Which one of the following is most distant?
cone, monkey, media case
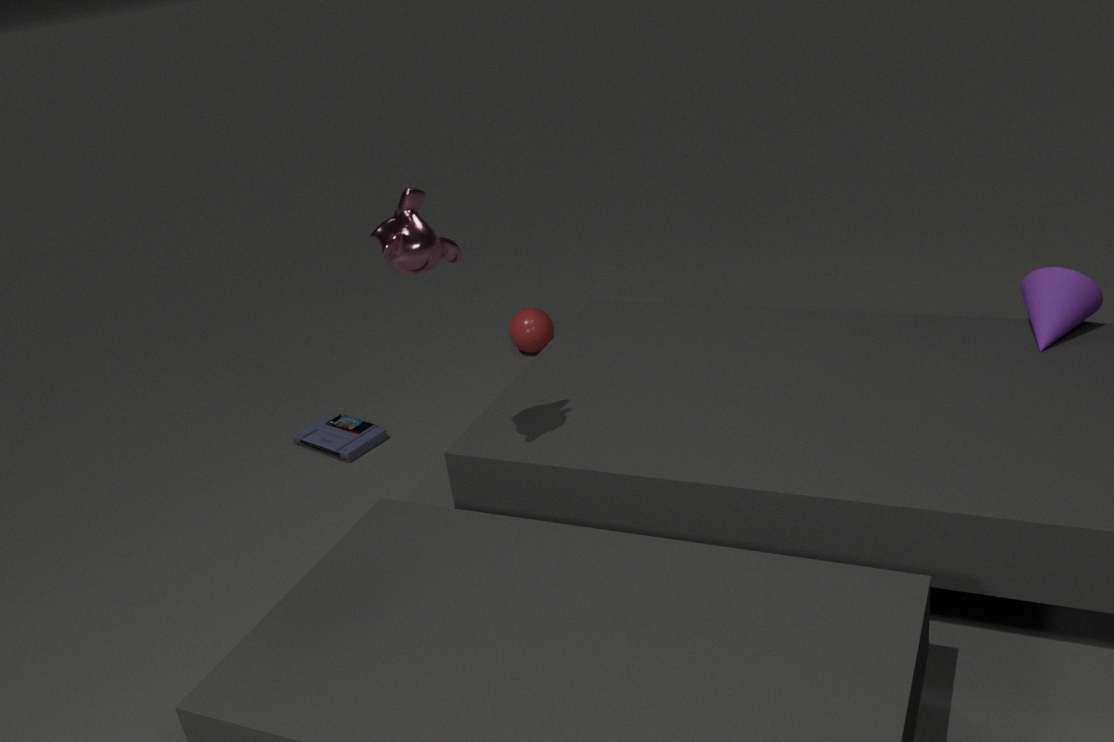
media case
